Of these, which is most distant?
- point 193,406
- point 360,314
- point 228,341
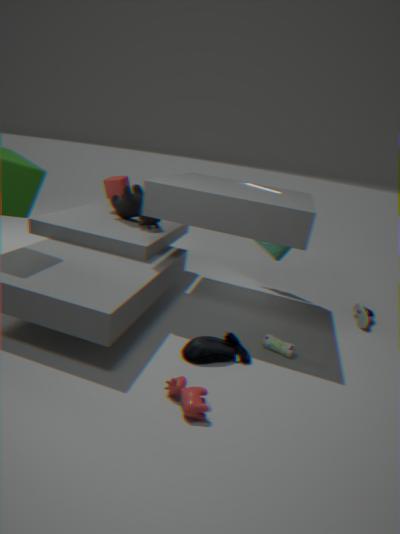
point 360,314
